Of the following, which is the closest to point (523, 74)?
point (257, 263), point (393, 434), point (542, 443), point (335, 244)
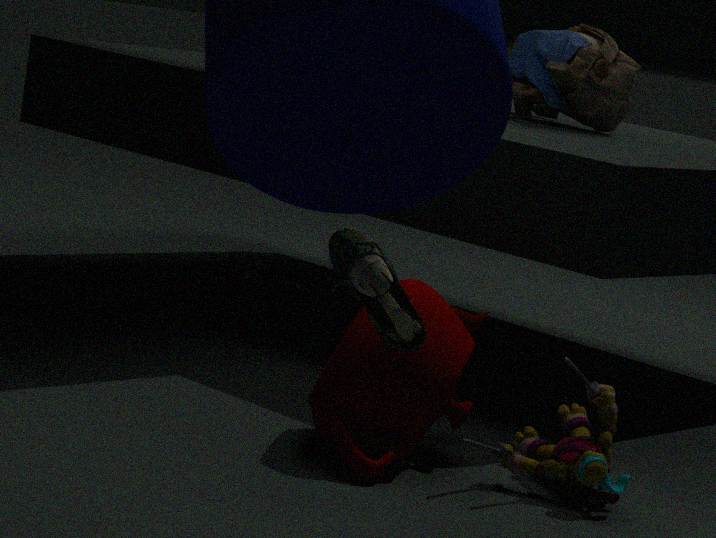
point (257, 263)
